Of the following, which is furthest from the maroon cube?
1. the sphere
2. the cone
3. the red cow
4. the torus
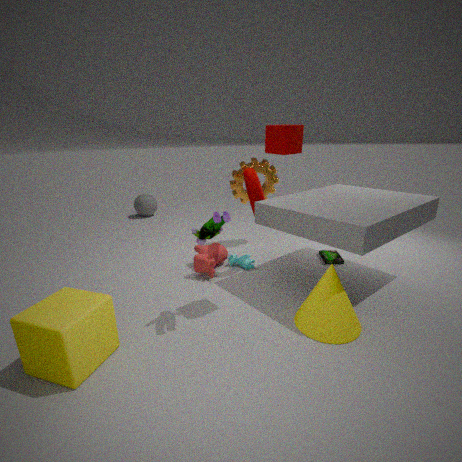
→ the sphere
